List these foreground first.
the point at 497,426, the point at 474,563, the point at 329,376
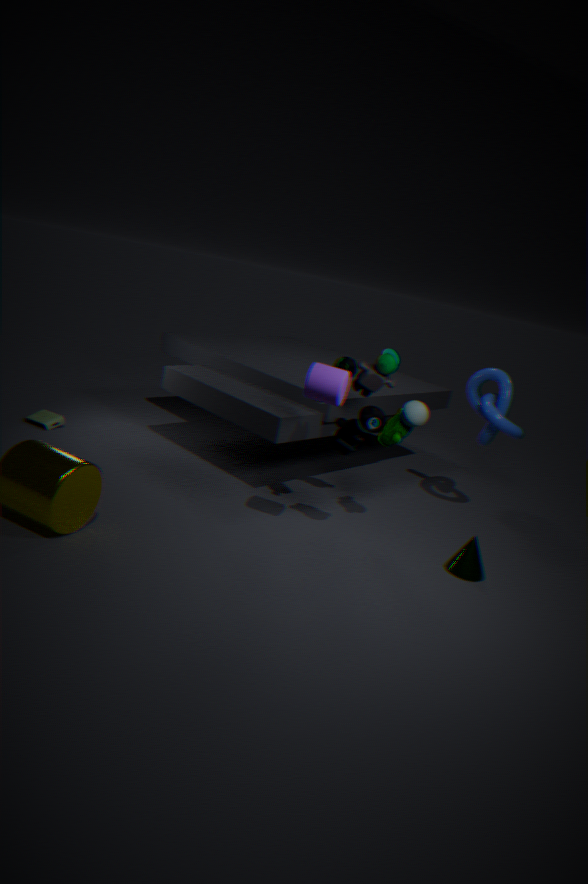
1. the point at 329,376
2. the point at 474,563
3. the point at 497,426
